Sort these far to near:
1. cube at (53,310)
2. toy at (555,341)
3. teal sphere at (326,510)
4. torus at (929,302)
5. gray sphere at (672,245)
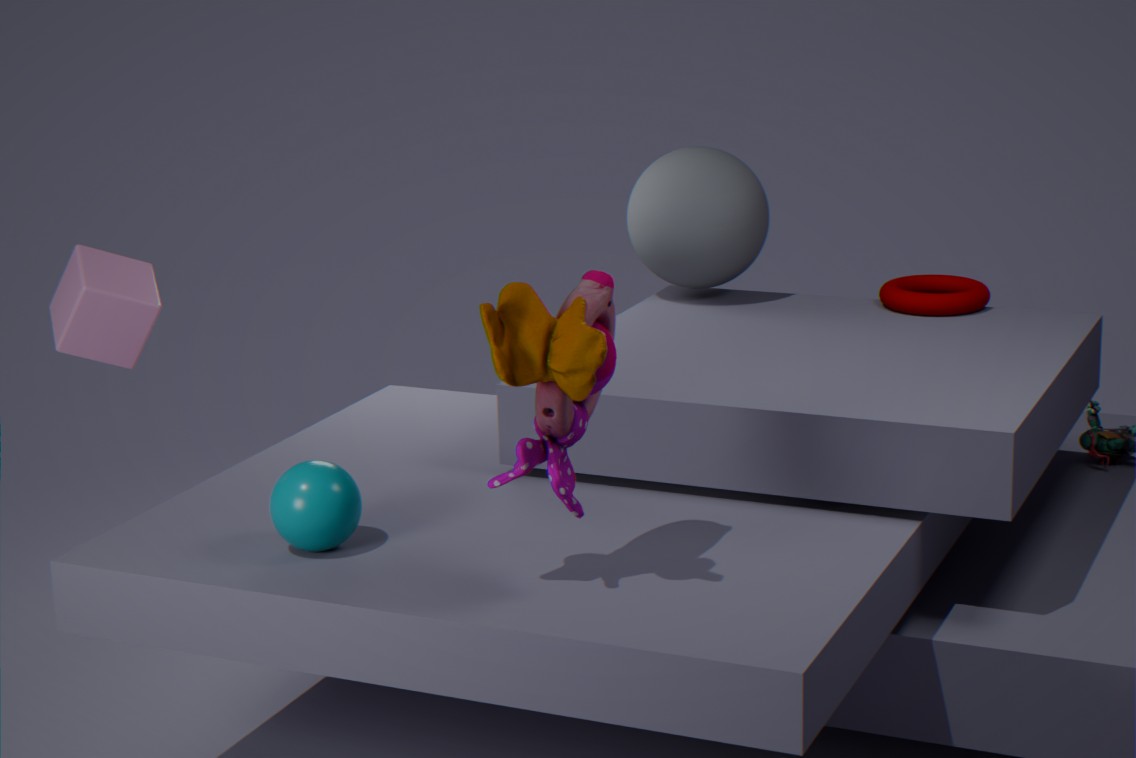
gray sphere at (672,245) → torus at (929,302) → cube at (53,310) → teal sphere at (326,510) → toy at (555,341)
